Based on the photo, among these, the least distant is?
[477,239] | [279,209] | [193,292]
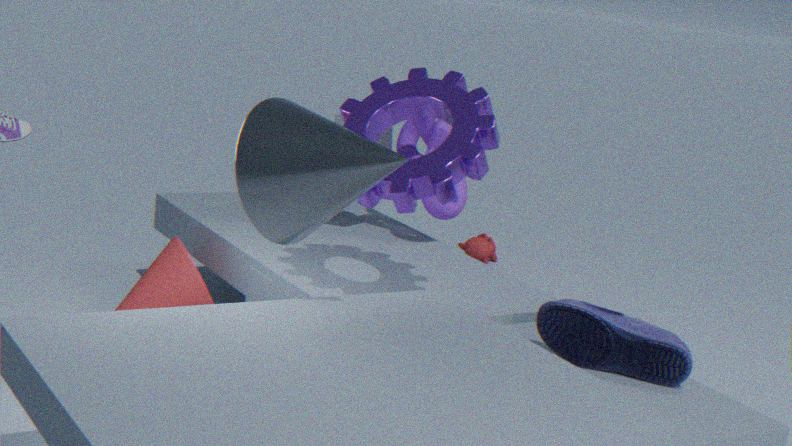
[279,209]
